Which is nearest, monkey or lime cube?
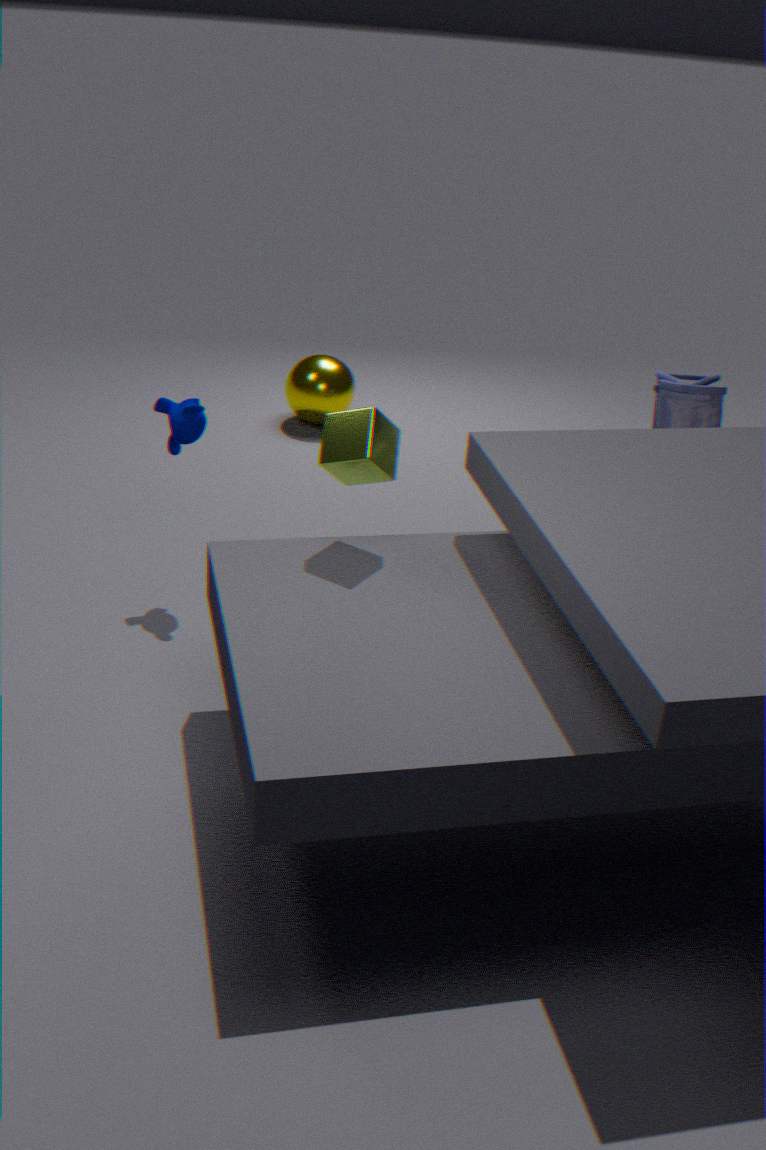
lime cube
